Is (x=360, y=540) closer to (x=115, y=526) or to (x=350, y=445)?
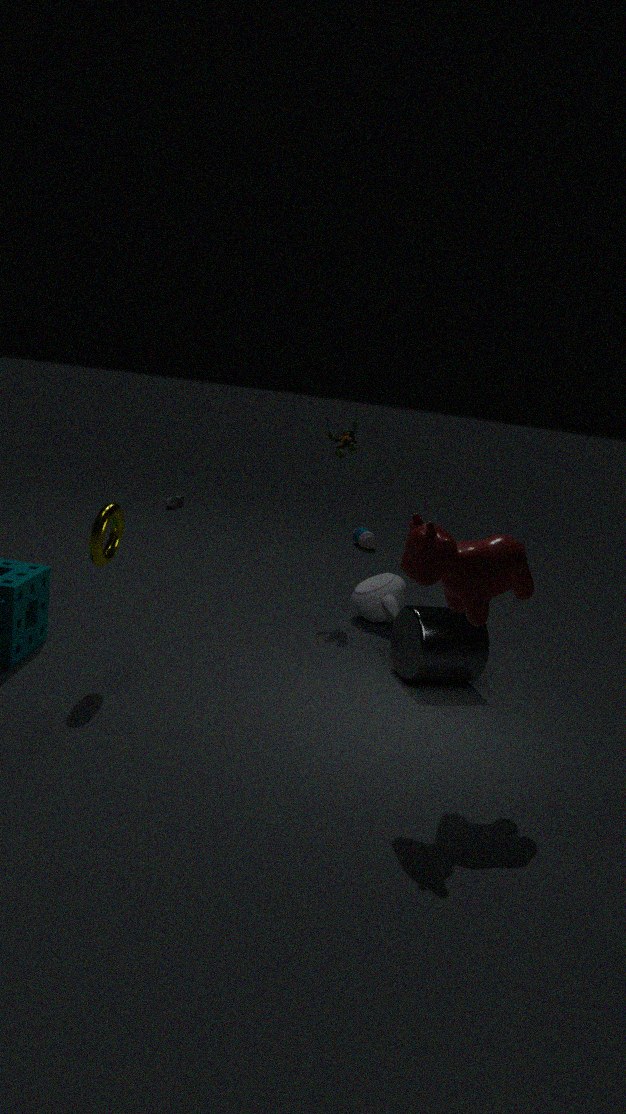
(x=350, y=445)
